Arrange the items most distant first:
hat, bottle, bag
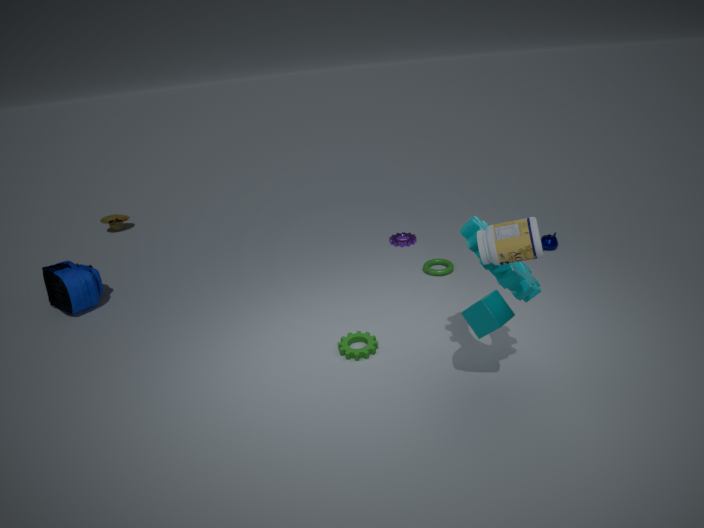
hat, bag, bottle
